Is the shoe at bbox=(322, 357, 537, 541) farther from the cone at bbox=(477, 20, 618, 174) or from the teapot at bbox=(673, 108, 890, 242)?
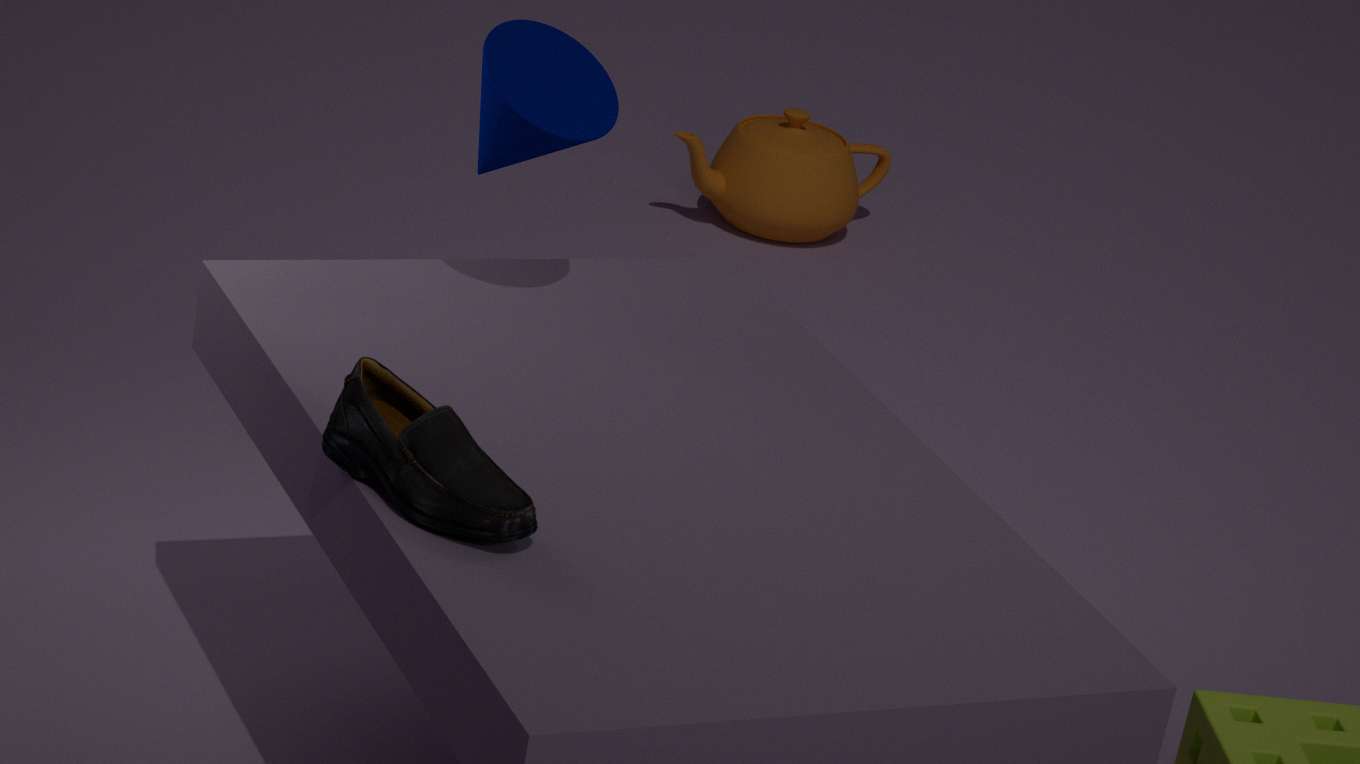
the teapot at bbox=(673, 108, 890, 242)
